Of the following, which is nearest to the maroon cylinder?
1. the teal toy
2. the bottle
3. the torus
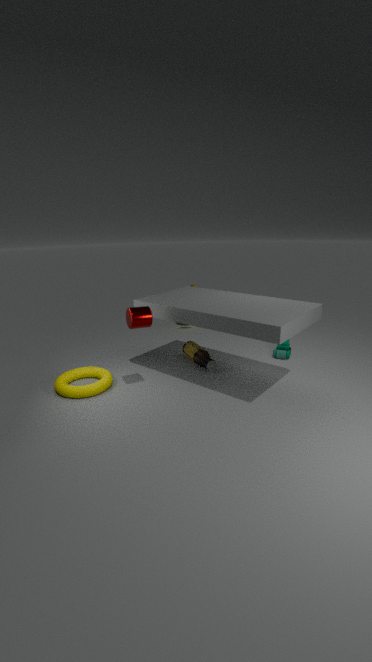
the torus
